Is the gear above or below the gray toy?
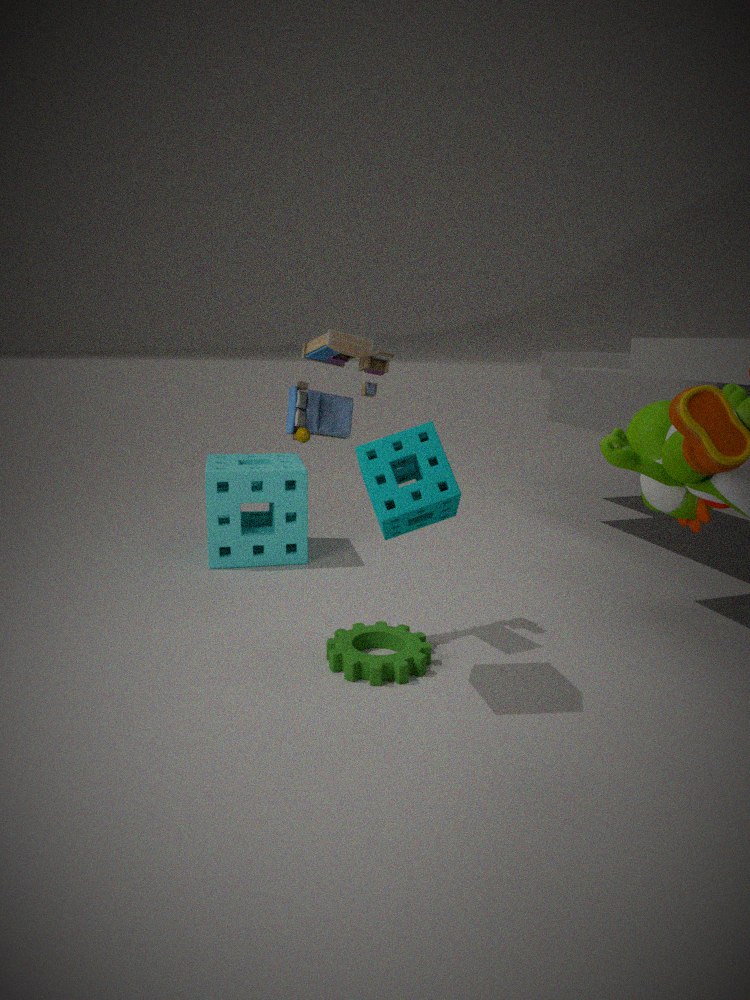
below
